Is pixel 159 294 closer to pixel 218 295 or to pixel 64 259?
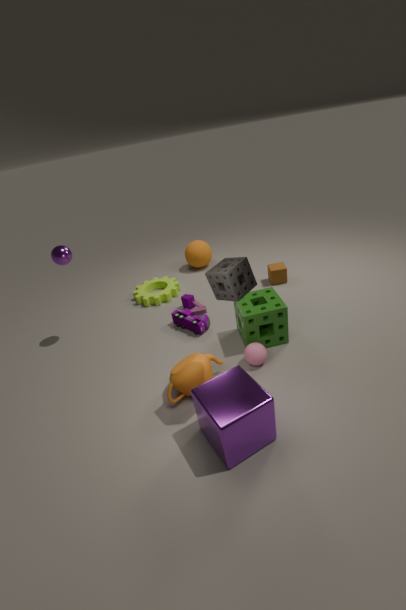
pixel 64 259
